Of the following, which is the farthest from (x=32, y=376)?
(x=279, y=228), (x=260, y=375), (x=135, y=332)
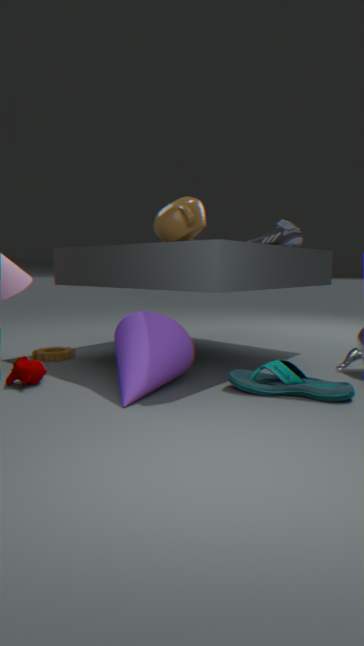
(x=279, y=228)
